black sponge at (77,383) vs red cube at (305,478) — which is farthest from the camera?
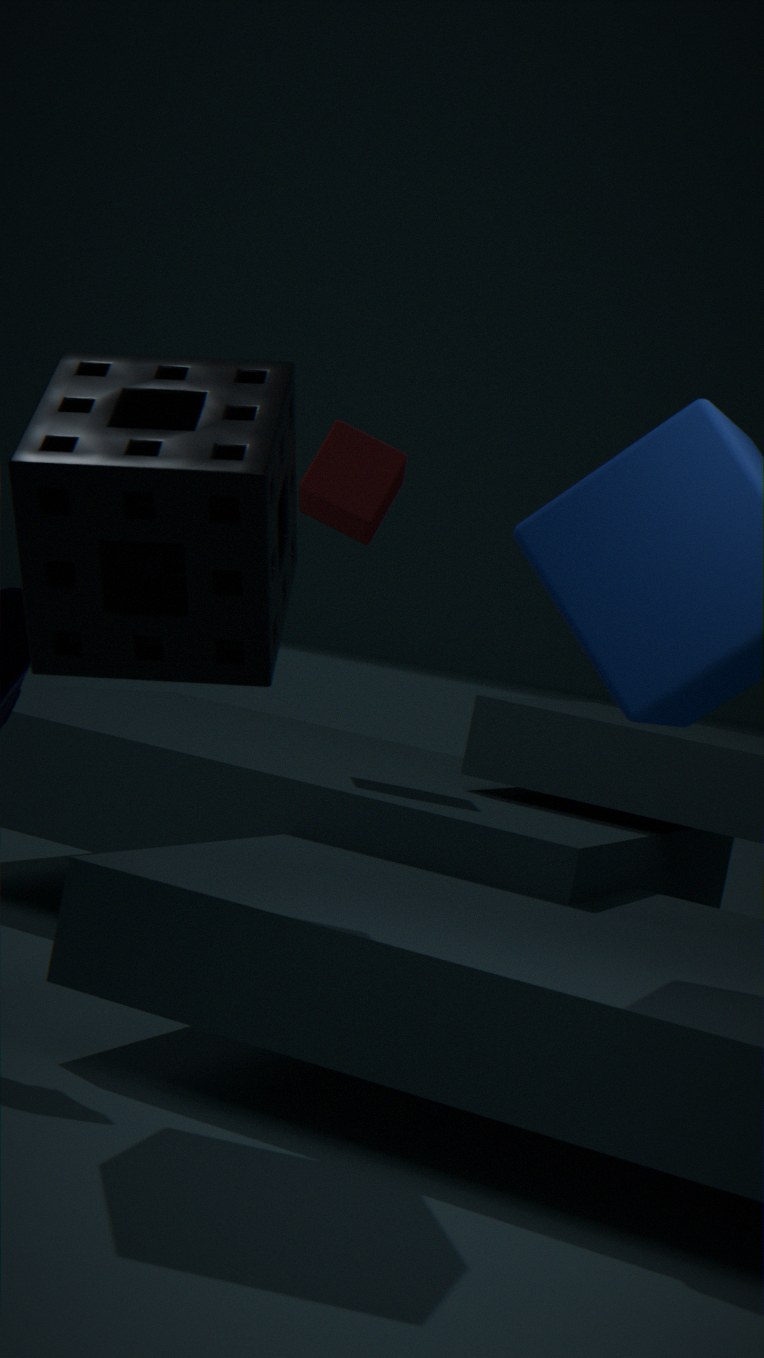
red cube at (305,478)
